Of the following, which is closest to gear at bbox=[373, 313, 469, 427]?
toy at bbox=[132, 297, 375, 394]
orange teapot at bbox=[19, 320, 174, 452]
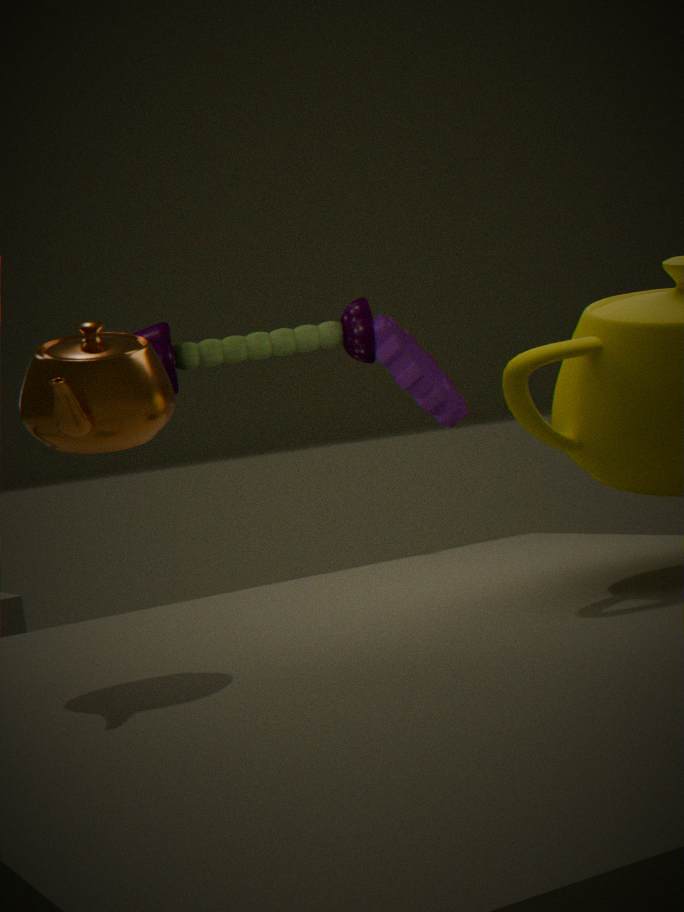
toy at bbox=[132, 297, 375, 394]
